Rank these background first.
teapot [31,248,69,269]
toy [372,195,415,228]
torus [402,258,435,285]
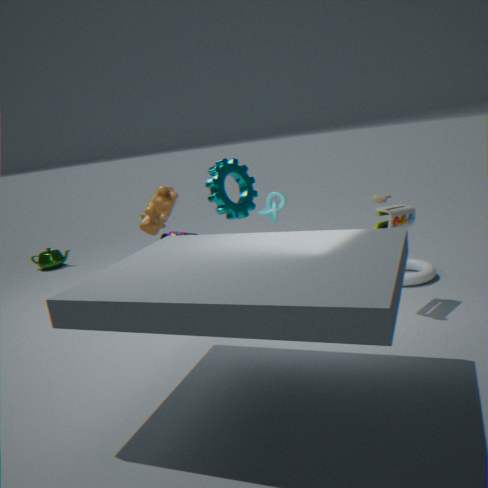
teapot [31,248,69,269] < torus [402,258,435,285] < toy [372,195,415,228]
